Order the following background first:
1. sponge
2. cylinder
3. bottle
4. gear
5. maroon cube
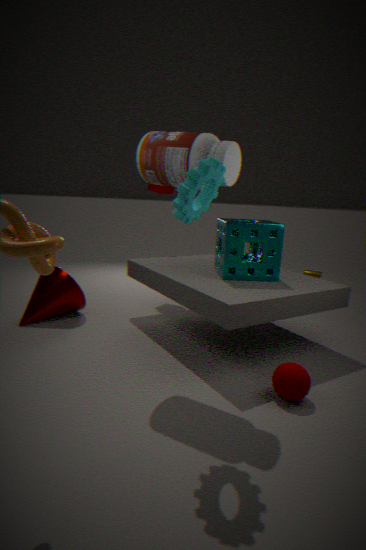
cylinder, maroon cube, sponge, bottle, gear
